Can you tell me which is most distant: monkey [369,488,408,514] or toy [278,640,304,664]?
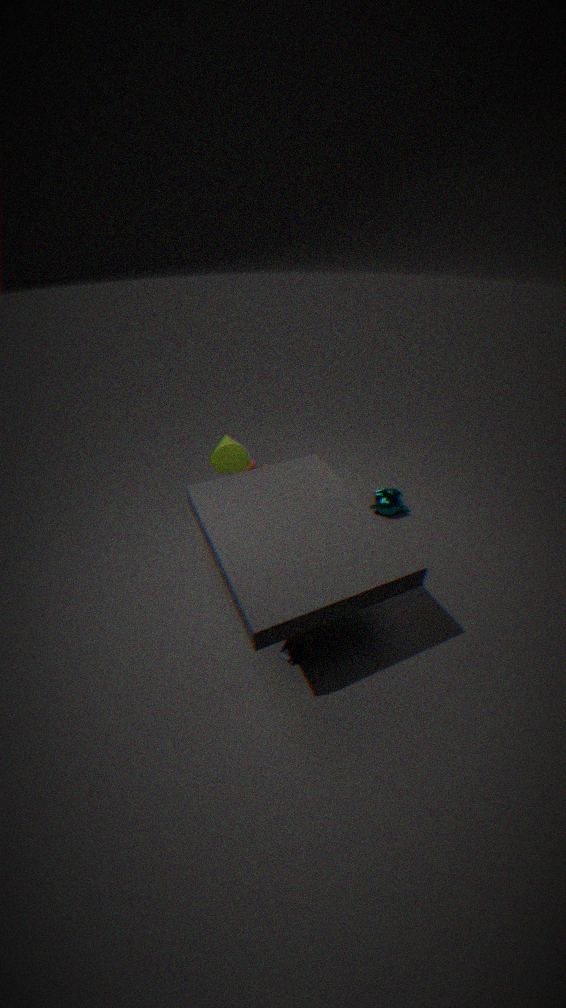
monkey [369,488,408,514]
